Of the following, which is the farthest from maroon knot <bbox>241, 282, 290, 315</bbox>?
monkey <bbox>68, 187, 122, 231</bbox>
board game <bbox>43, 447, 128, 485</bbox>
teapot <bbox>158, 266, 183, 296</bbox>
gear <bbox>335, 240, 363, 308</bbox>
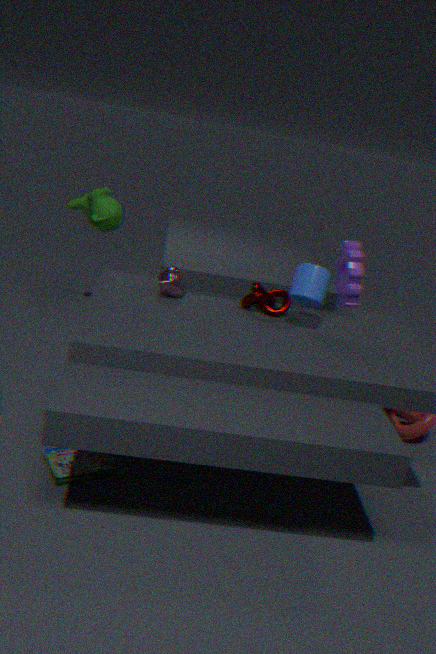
monkey <bbox>68, 187, 122, 231</bbox>
